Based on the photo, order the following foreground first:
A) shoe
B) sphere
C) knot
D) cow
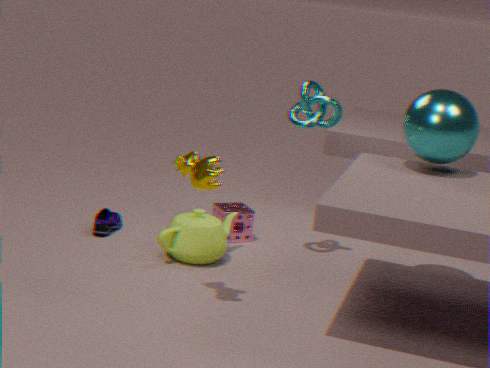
cow, sphere, knot, shoe
